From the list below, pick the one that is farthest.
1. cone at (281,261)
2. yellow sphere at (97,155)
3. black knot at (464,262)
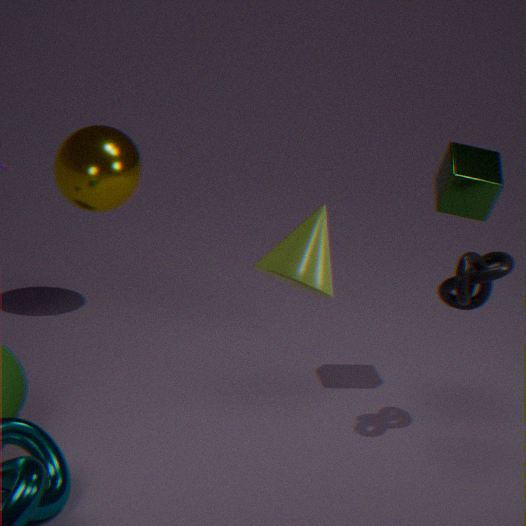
yellow sphere at (97,155)
